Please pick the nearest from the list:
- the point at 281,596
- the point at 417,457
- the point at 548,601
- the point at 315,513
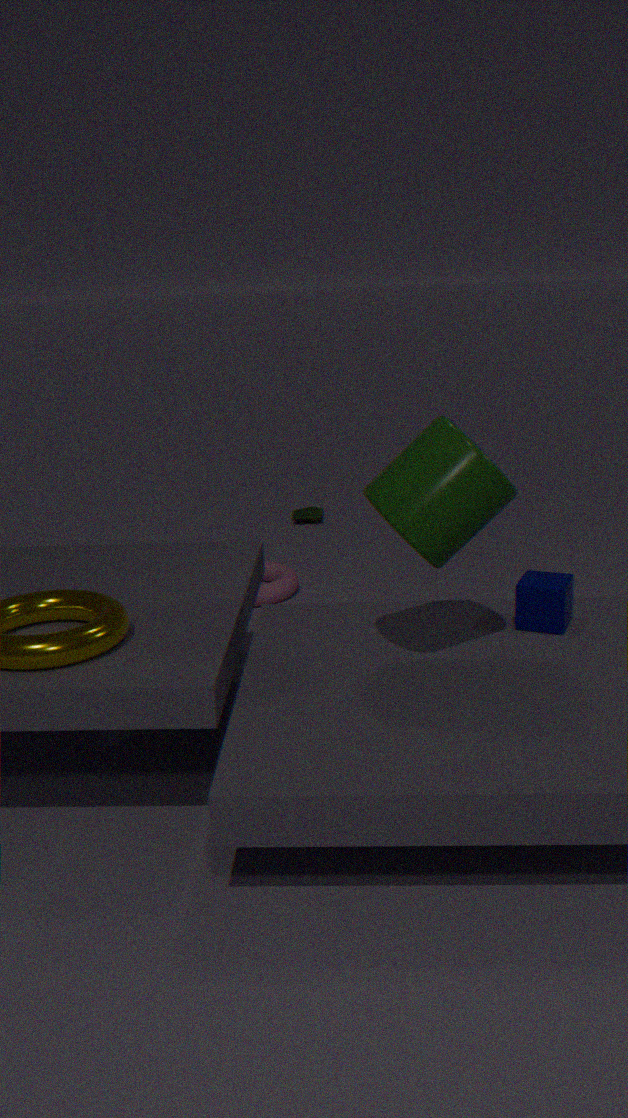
the point at 417,457
